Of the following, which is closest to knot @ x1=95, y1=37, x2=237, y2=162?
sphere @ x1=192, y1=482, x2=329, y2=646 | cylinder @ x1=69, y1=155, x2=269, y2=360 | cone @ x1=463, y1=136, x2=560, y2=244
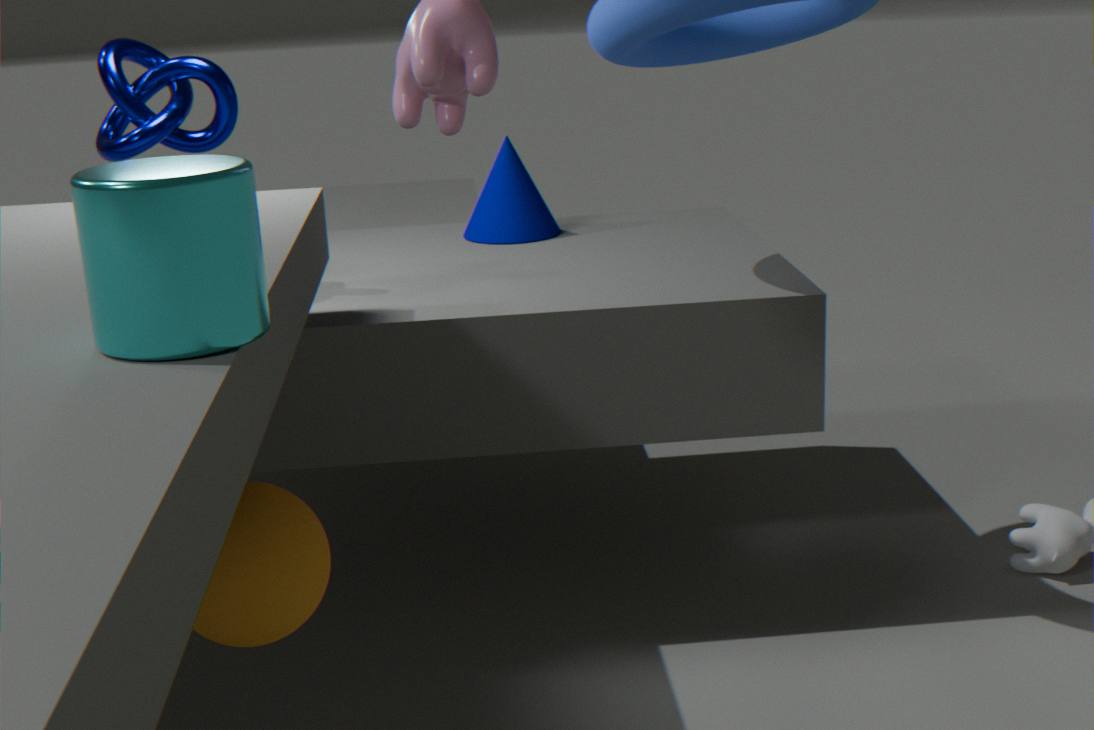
cone @ x1=463, y1=136, x2=560, y2=244
